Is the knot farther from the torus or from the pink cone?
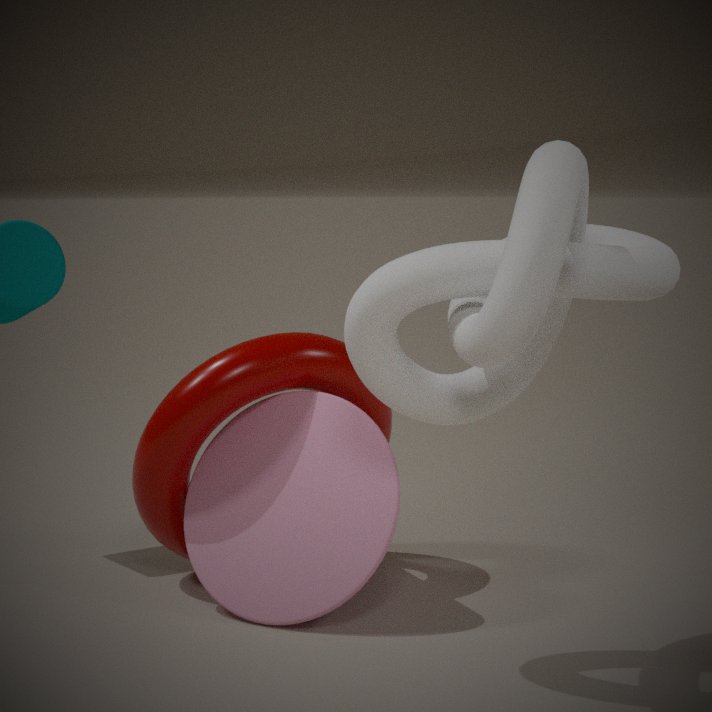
the torus
